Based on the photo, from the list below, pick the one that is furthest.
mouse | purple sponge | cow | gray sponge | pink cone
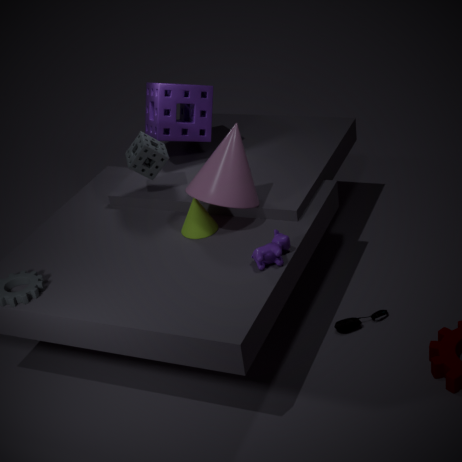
purple sponge
